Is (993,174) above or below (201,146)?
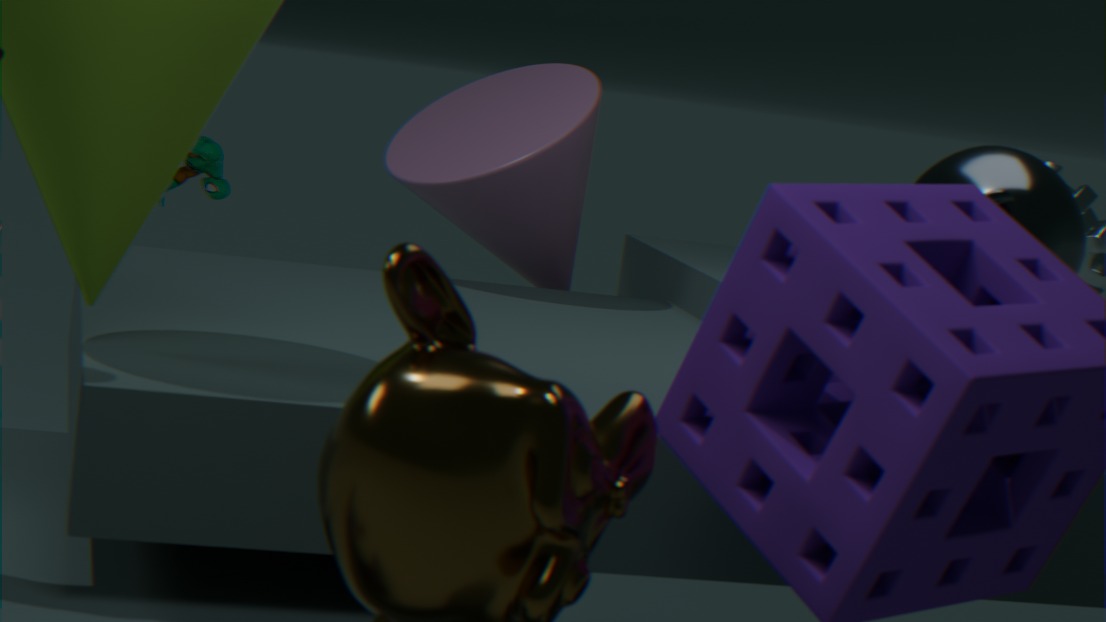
above
